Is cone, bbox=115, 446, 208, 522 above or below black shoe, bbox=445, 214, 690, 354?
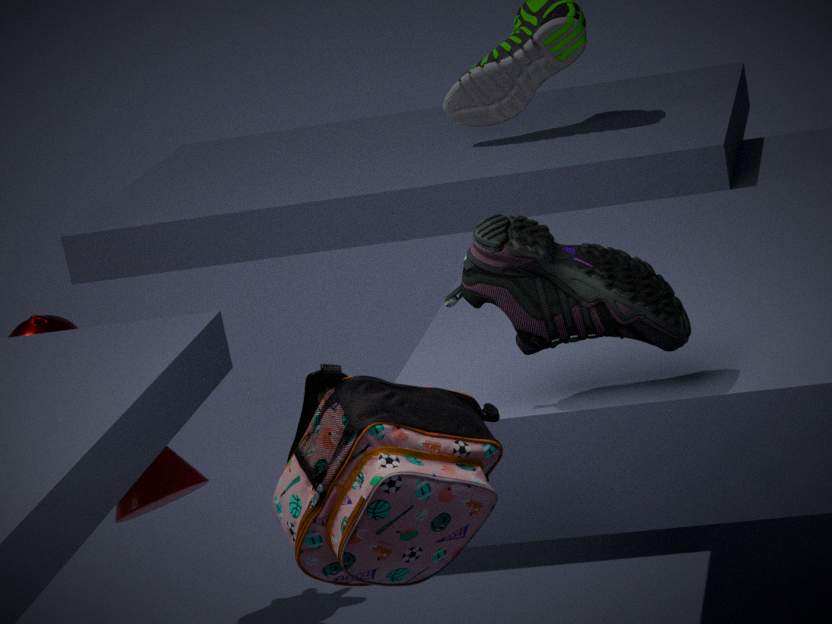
below
